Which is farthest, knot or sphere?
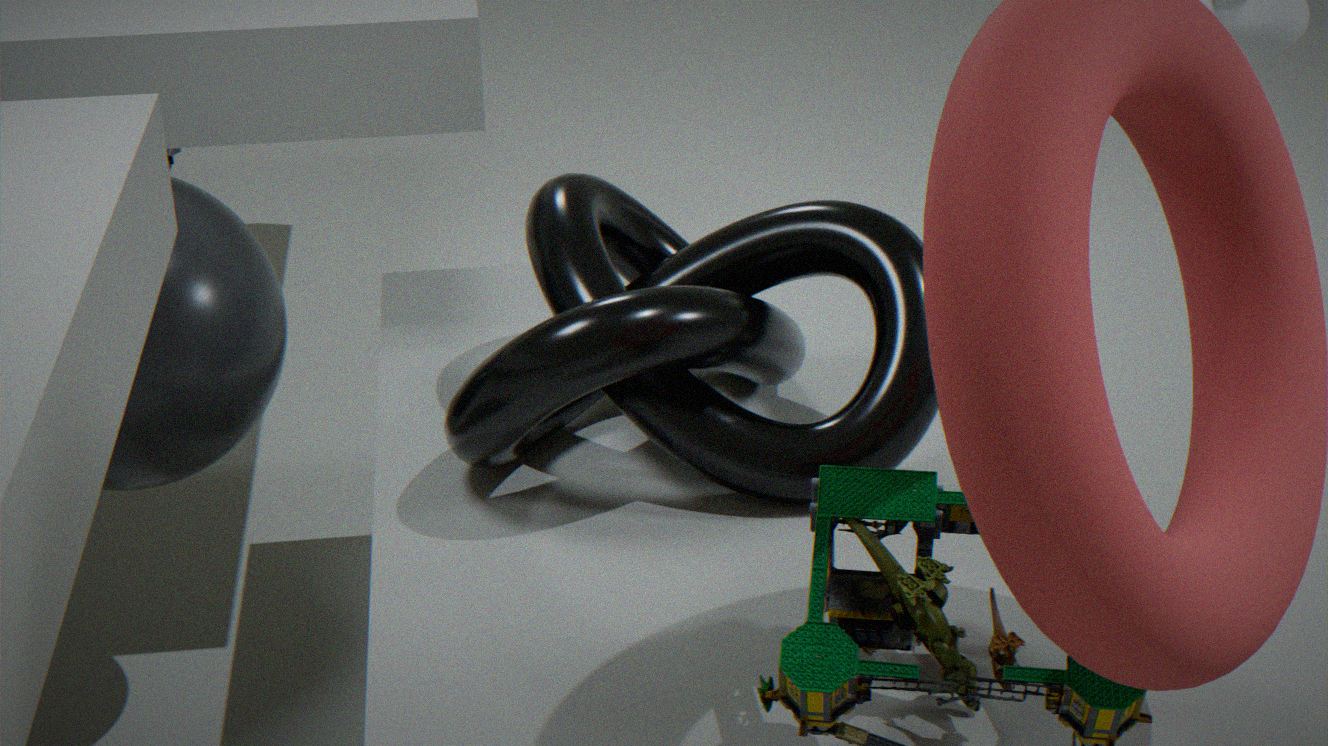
sphere
